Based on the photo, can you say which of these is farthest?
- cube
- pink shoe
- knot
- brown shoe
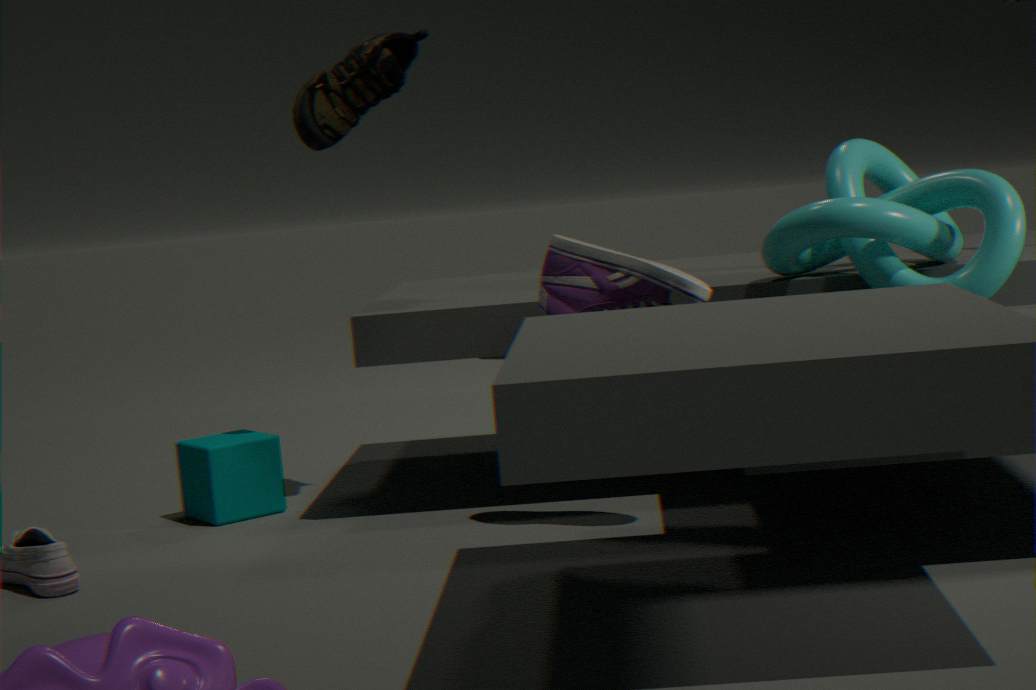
cube
